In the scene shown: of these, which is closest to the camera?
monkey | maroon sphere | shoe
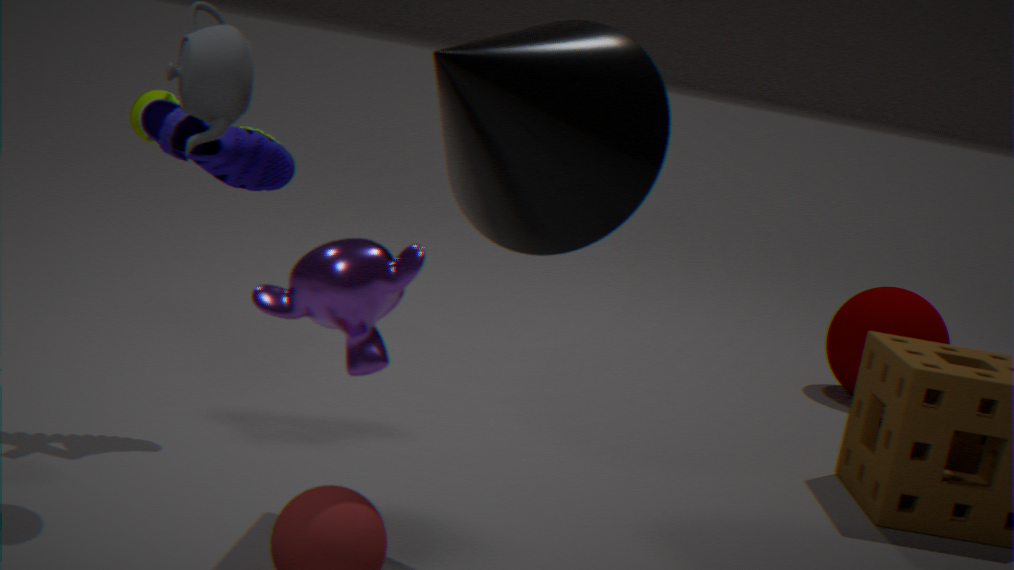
monkey
